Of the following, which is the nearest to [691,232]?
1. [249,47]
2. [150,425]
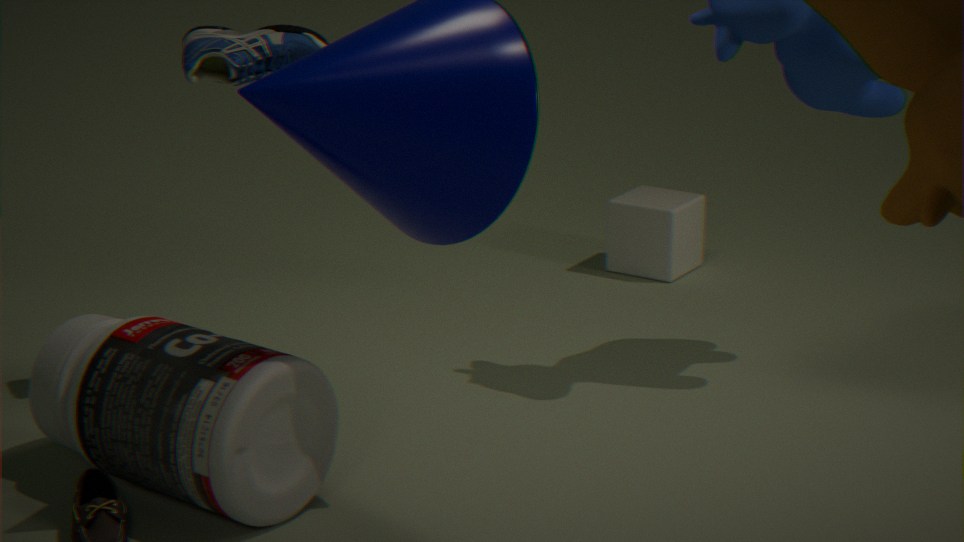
[249,47]
